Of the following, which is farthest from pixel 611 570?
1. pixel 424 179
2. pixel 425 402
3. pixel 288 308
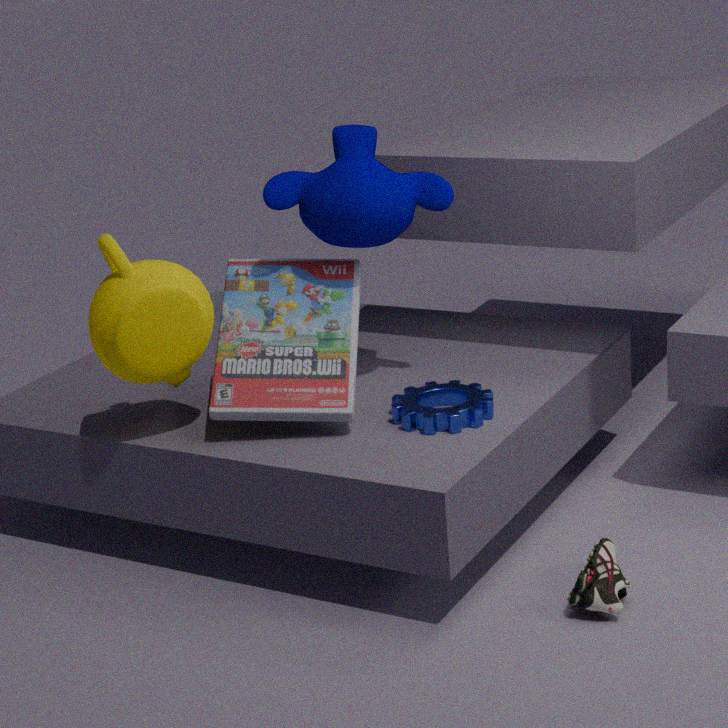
pixel 424 179
